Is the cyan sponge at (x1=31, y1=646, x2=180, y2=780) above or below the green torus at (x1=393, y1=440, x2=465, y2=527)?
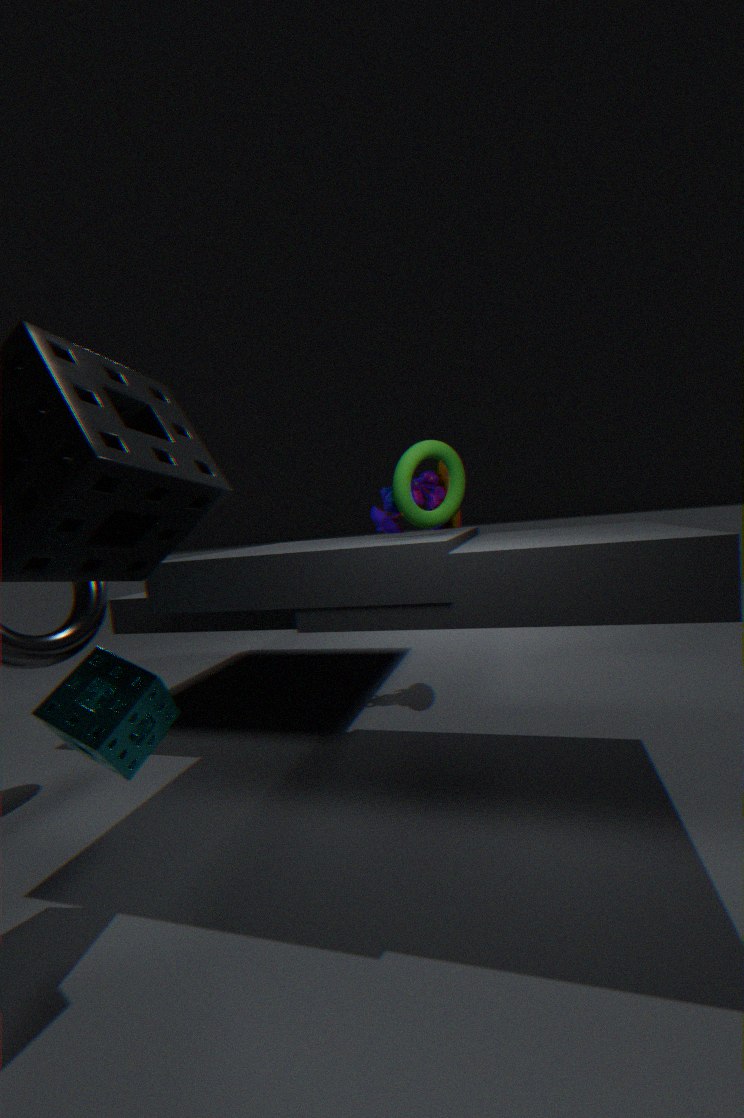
below
